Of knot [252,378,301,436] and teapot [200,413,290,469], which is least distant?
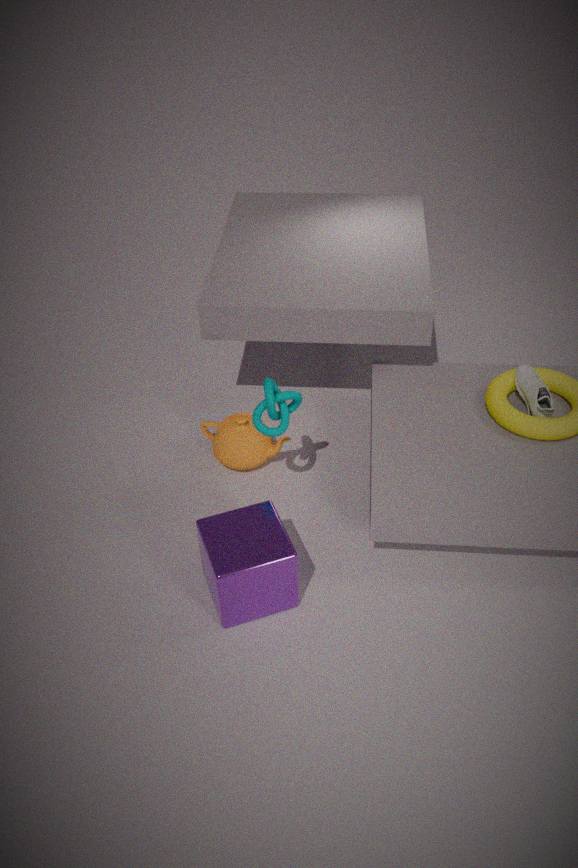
knot [252,378,301,436]
